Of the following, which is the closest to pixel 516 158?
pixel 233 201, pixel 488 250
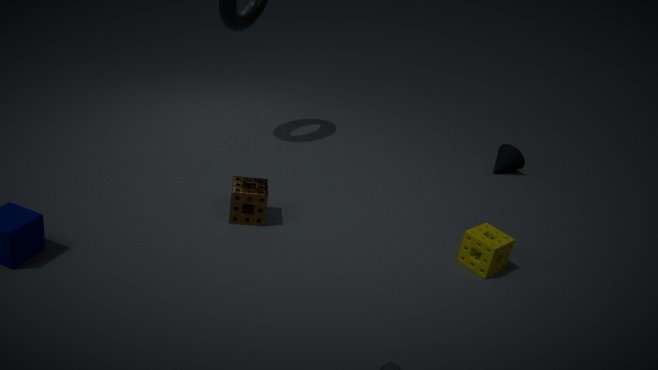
pixel 488 250
